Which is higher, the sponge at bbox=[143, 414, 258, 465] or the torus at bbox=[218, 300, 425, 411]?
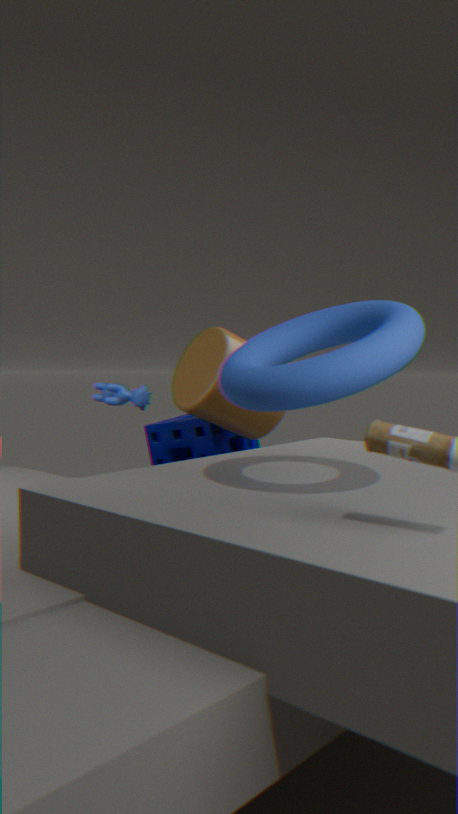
the torus at bbox=[218, 300, 425, 411]
